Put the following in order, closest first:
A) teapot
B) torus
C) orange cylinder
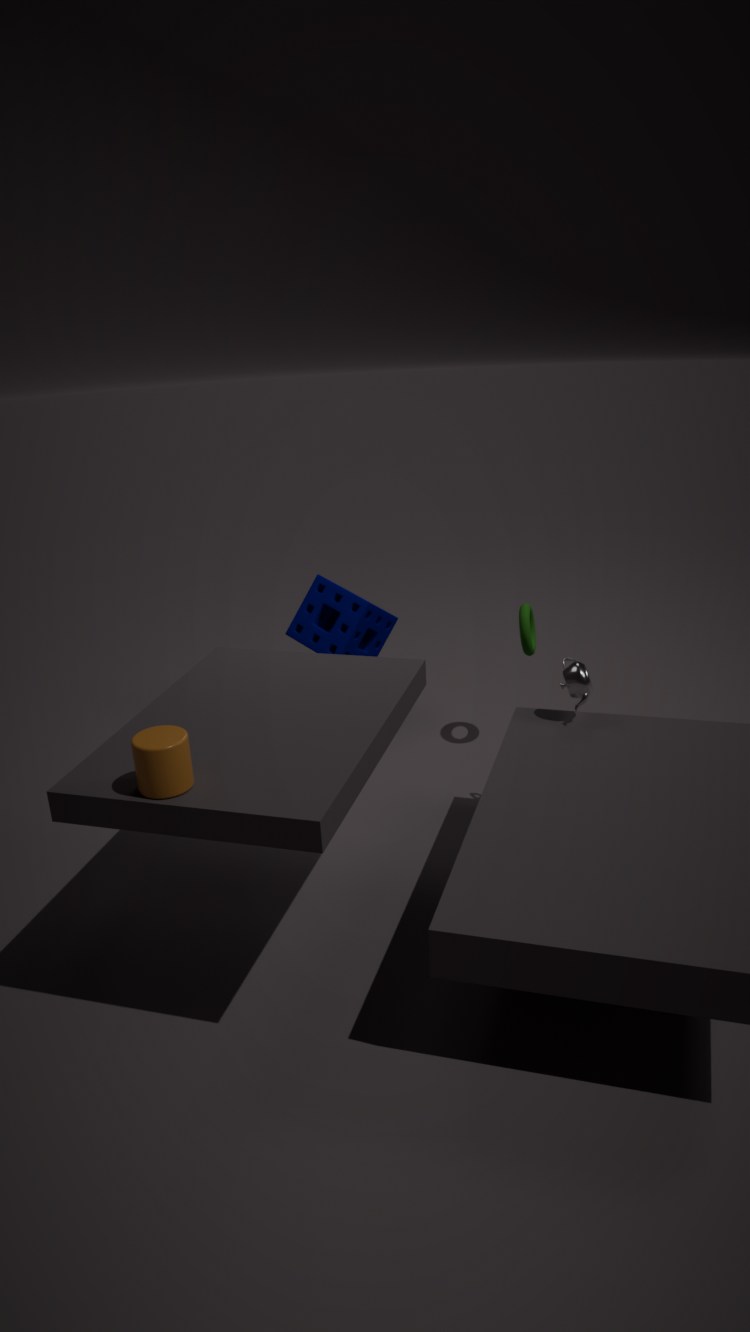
1. orange cylinder
2. teapot
3. torus
